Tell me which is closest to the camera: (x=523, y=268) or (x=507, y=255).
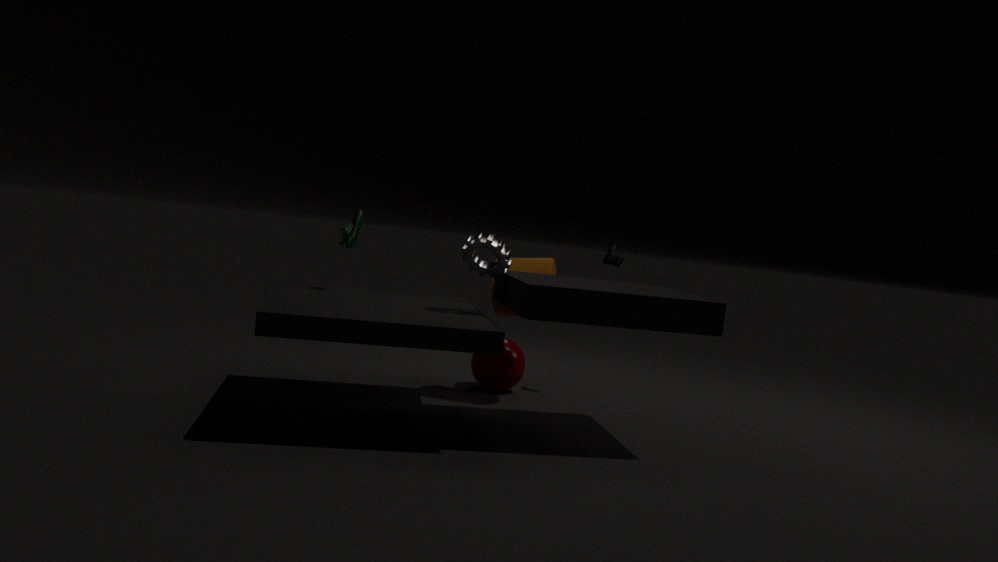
(x=507, y=255)
